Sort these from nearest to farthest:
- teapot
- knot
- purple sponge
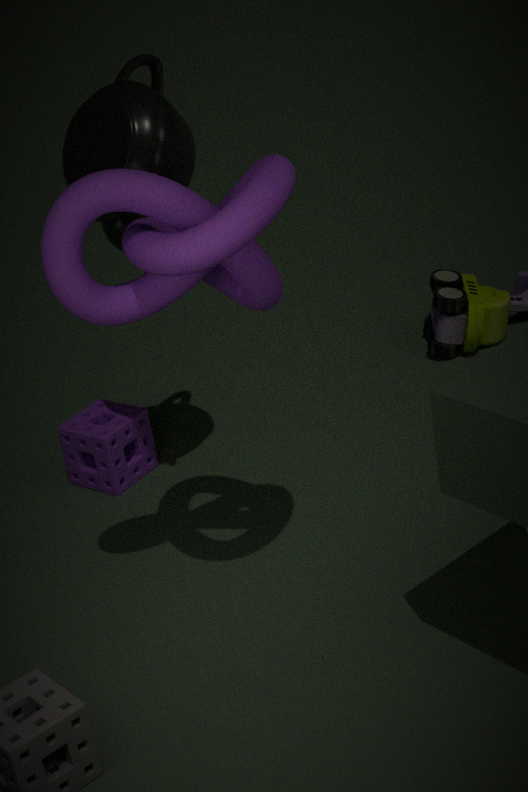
1. knot
2. teapot
3. purple sponge
